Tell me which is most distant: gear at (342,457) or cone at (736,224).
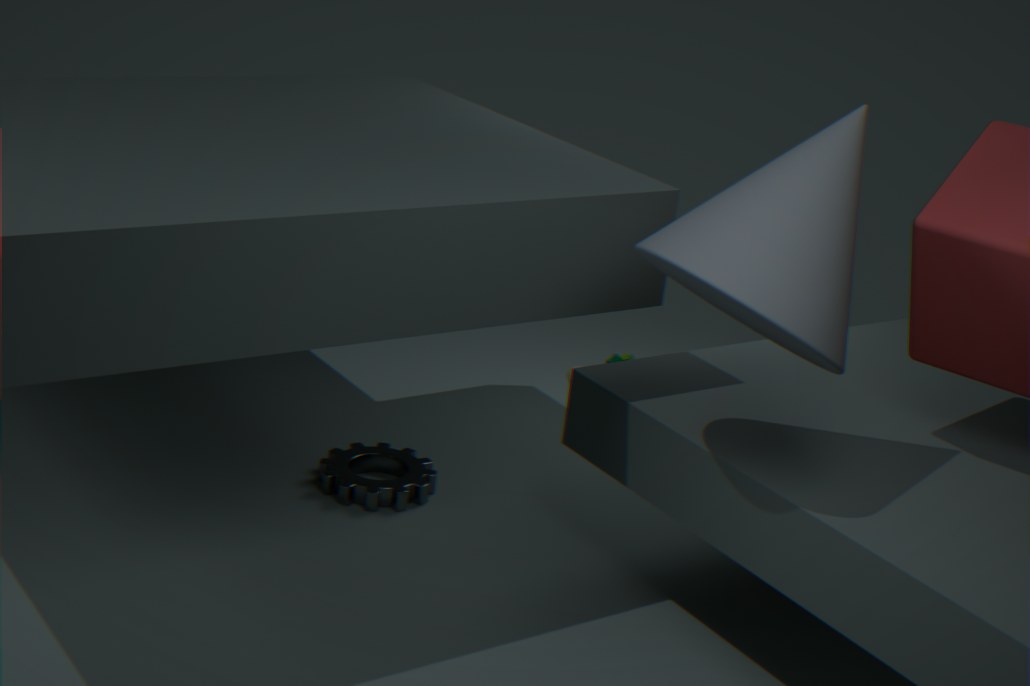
gear at (342,457)
